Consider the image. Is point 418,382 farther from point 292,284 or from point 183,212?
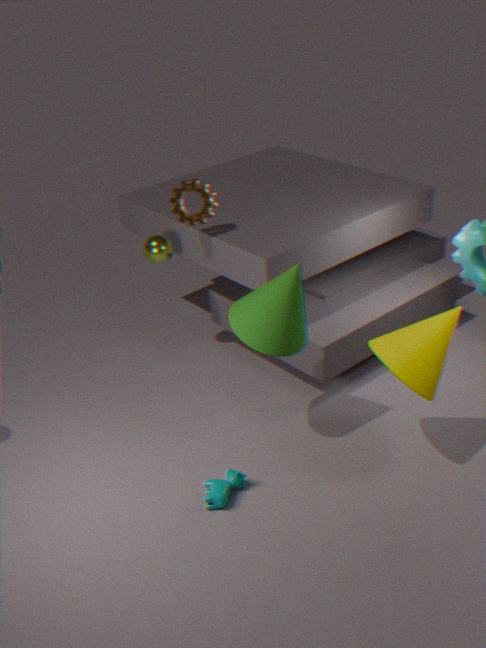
point 183,212
